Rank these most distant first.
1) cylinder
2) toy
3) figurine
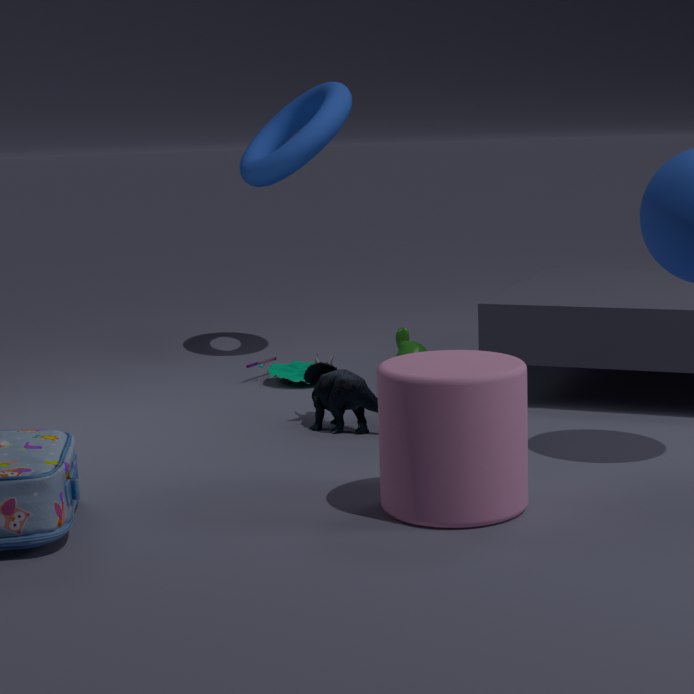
2. toy → 3. figurine → 1. cylinder
